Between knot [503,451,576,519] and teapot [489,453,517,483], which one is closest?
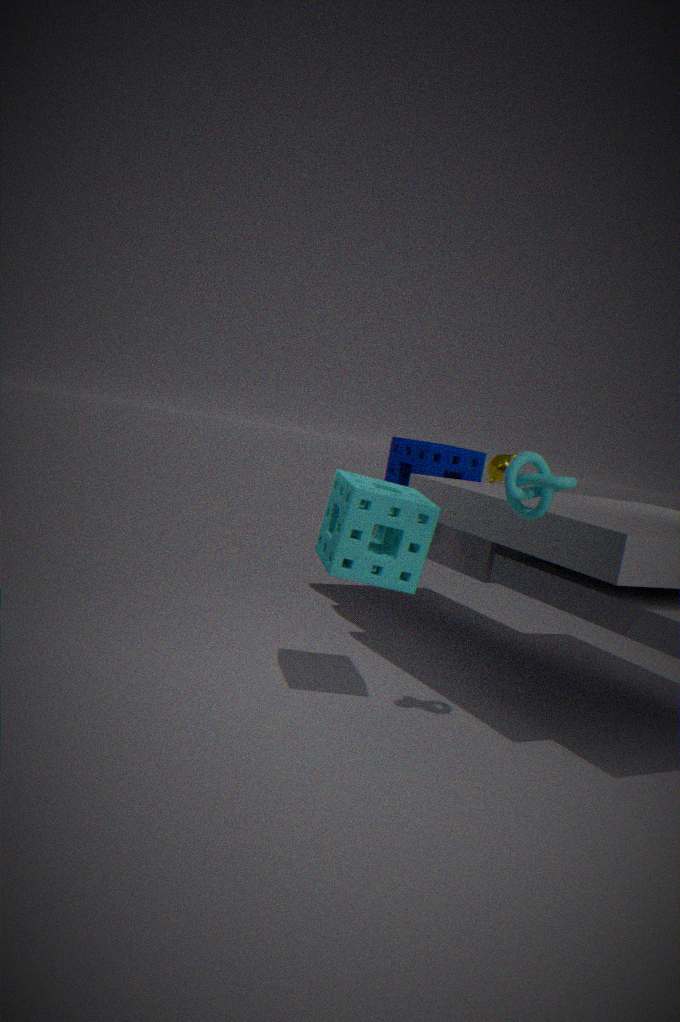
knot [503,451,576,519]
